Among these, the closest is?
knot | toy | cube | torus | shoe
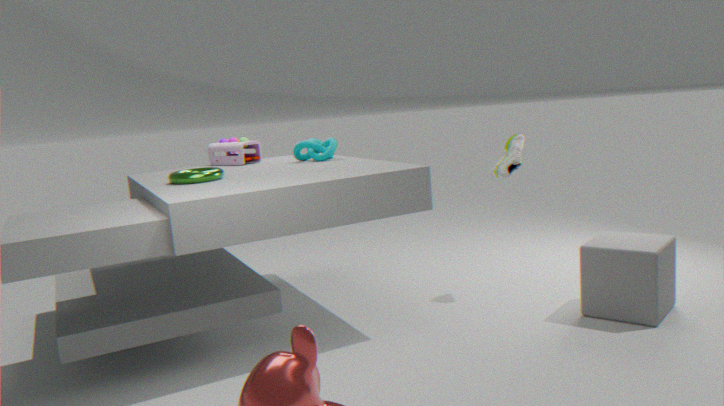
cube
